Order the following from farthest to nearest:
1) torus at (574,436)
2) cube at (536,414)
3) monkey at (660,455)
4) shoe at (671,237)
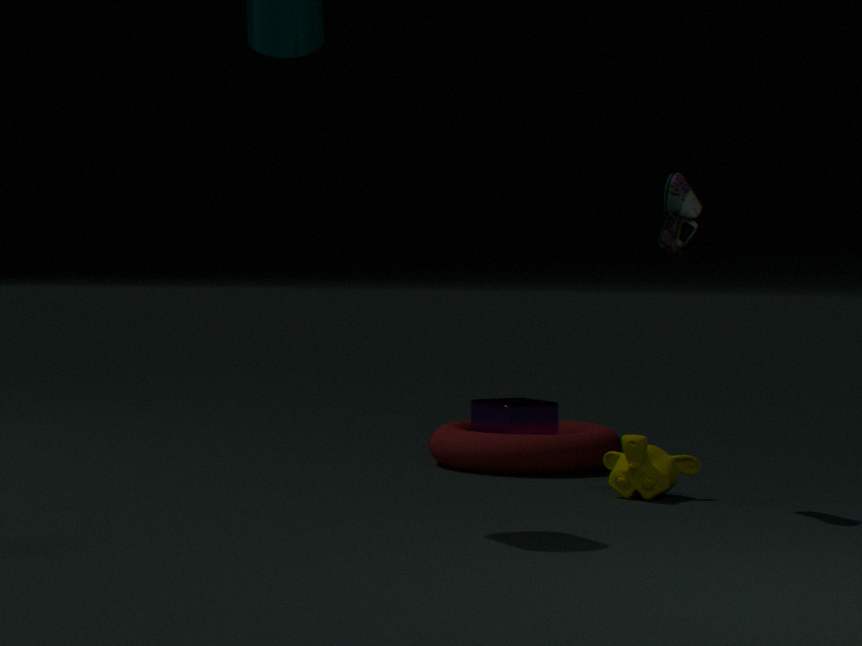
1. 2. cube at (536,414)
2. 1. torus at (574,436)
3. 3. monkey at (660,455)
4. 4. shoe at (671,237)
